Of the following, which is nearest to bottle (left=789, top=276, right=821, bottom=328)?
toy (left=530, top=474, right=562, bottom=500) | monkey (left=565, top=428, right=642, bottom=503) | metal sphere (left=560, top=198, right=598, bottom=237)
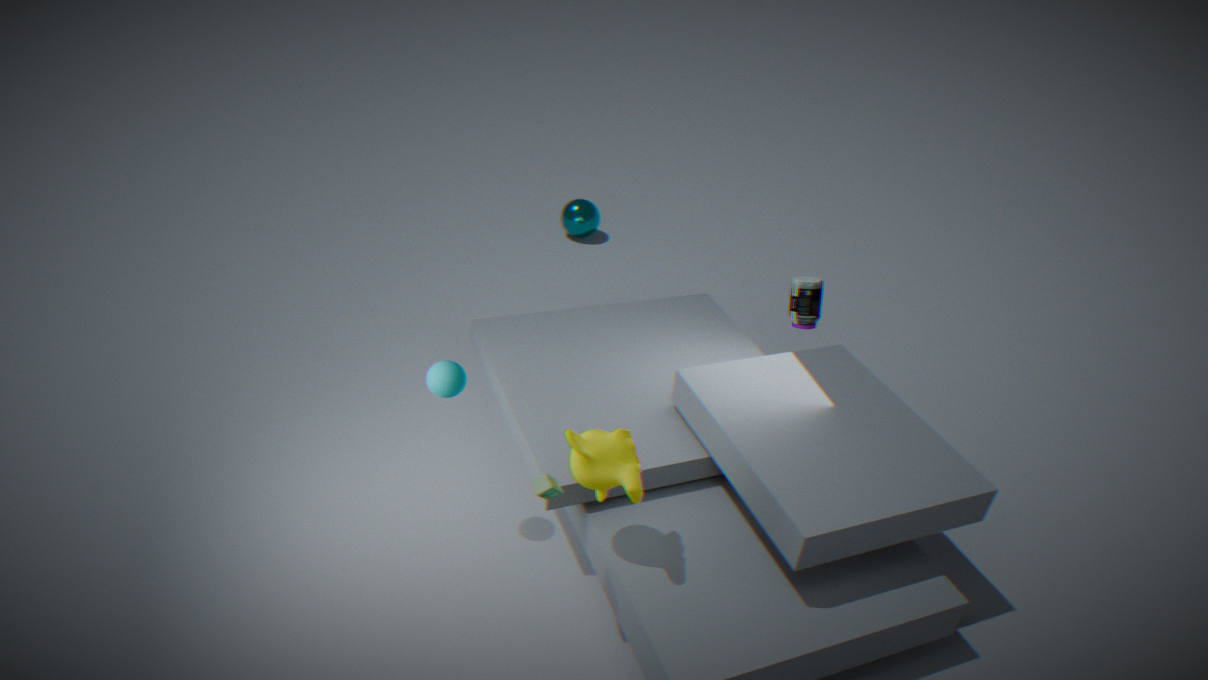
monkey (left=565, top=428, right=642, bottom=503)
